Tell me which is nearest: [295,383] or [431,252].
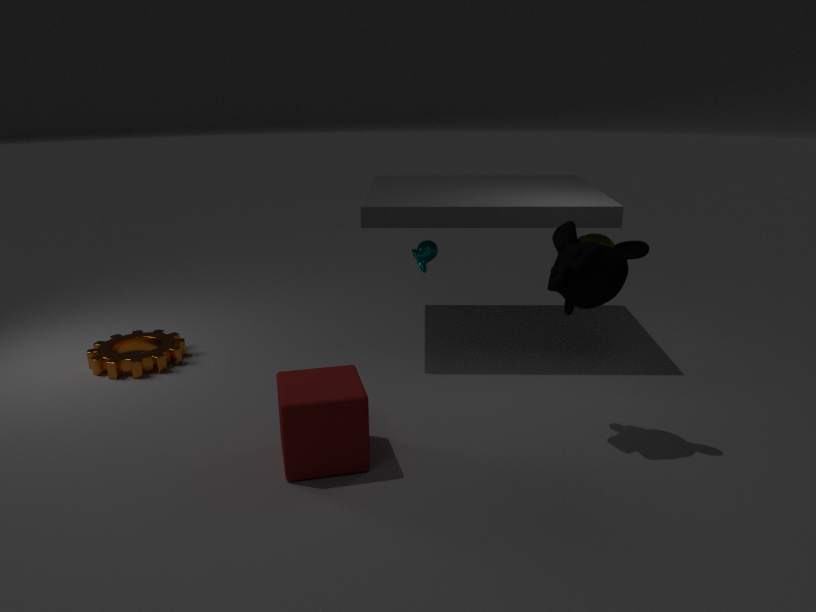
[295,383]
